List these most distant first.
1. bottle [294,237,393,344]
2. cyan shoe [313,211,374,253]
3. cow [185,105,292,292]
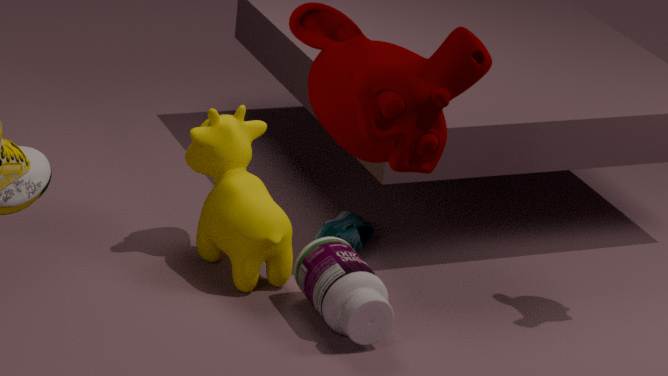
cyan shoe [313,211,374,253] < cow [185,105,292,292] < bottle [294,237,393,344]
